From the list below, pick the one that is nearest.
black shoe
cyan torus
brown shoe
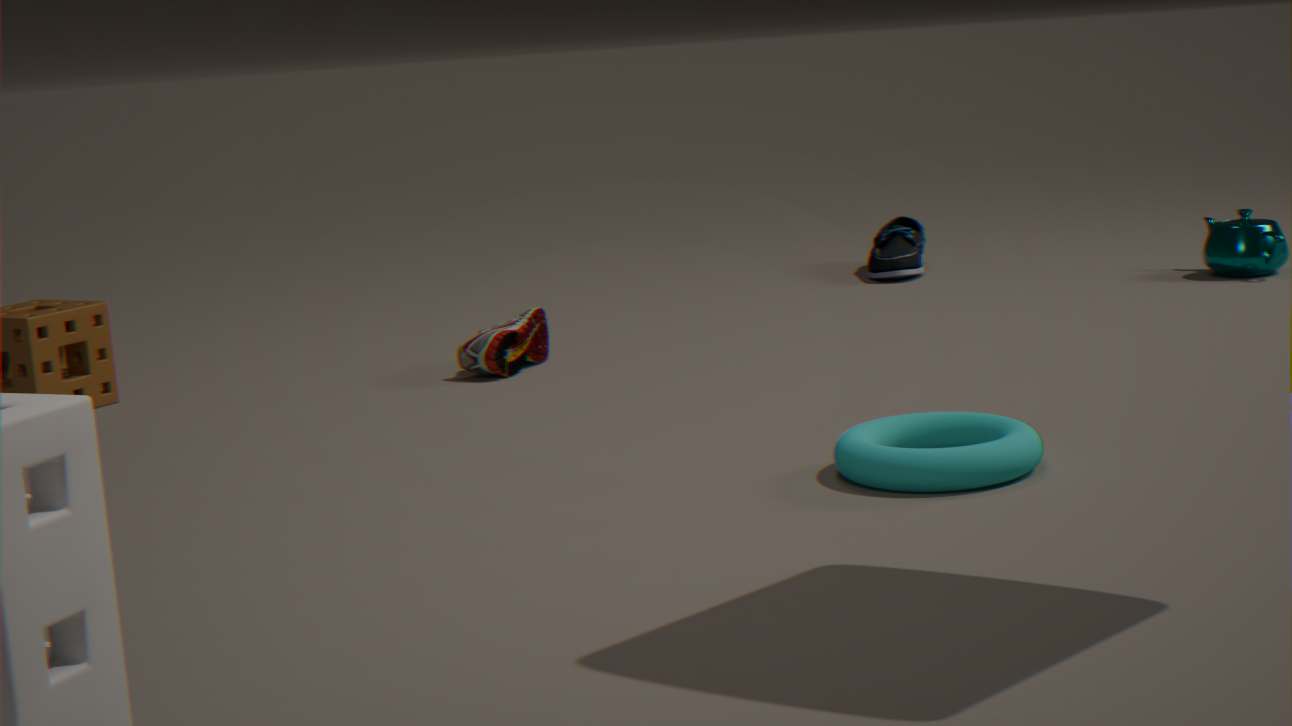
cyan torus
